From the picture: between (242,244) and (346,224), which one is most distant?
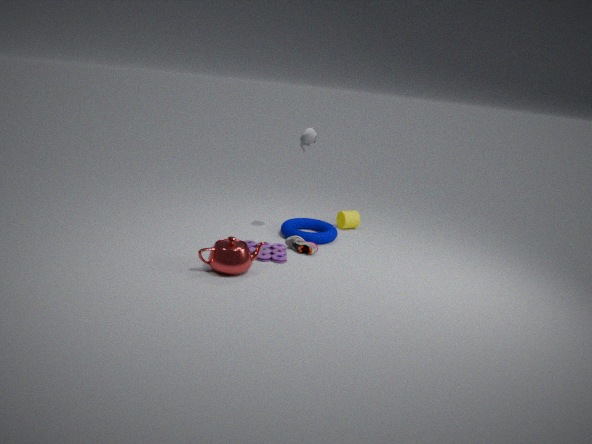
(346,224)
